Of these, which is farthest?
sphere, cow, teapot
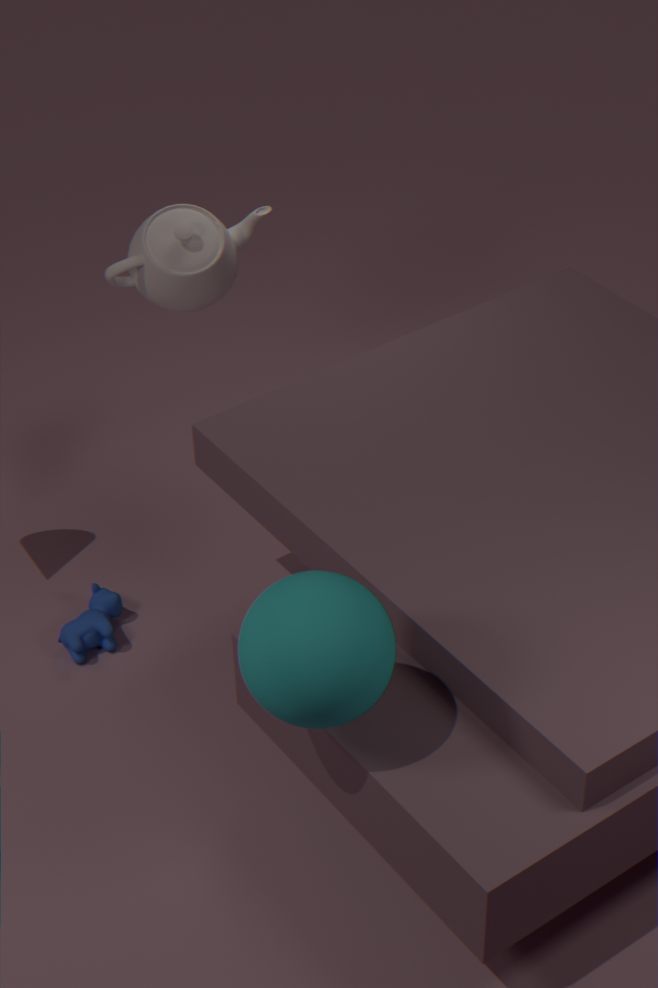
teapot
